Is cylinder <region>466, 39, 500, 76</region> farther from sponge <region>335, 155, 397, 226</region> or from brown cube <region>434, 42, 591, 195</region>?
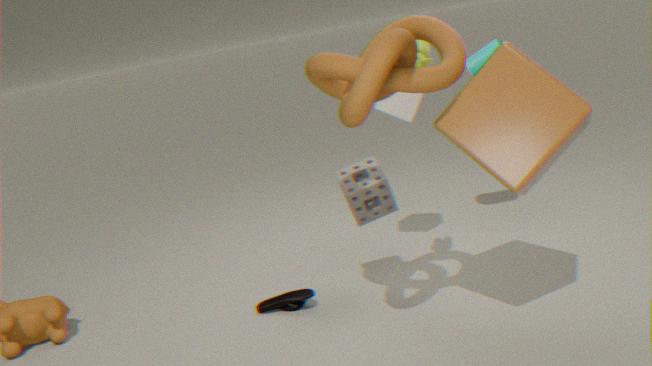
sponge <region>335, 155, 397, 226</region>
